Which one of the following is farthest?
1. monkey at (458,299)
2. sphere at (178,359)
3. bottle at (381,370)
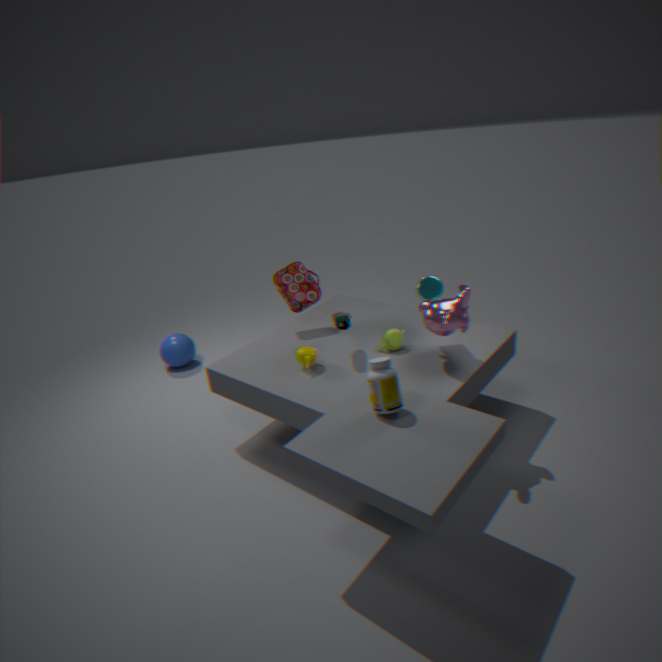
sphere at (178,359)
